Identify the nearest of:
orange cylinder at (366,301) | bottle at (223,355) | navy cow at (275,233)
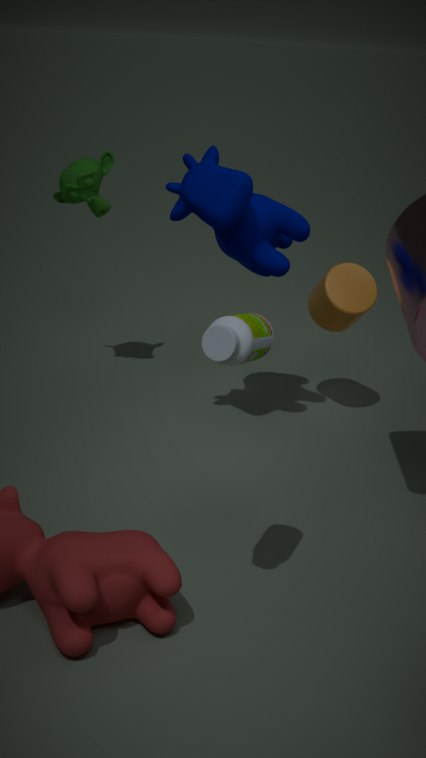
bottle at (223,355)
